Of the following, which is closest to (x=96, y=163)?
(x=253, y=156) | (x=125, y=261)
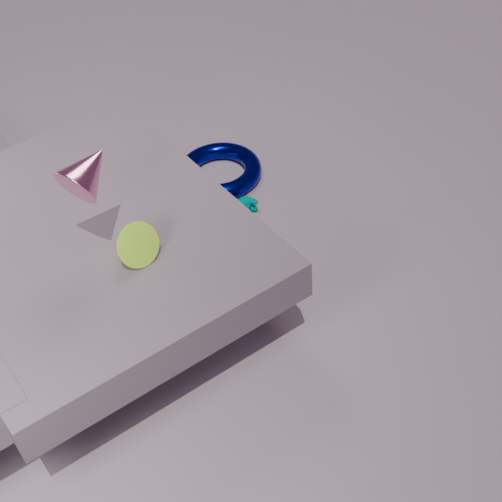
(x=125, y=261)
